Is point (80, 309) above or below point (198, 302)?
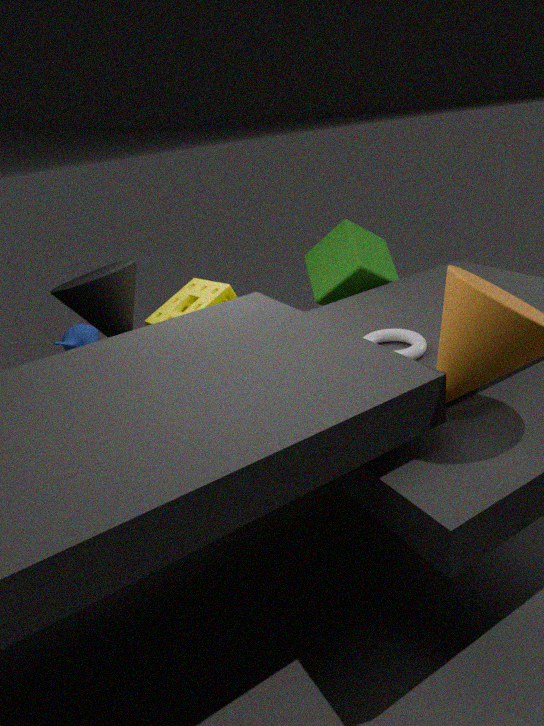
above
